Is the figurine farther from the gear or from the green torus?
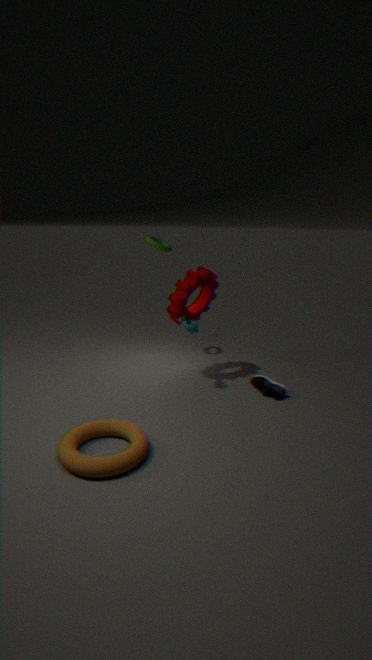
the green torus
